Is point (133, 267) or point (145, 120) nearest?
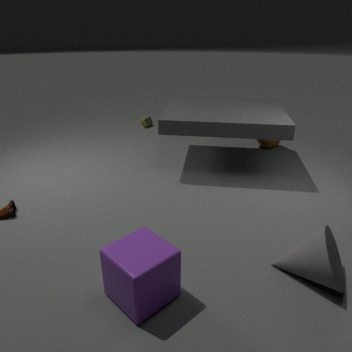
point (133, 267)
